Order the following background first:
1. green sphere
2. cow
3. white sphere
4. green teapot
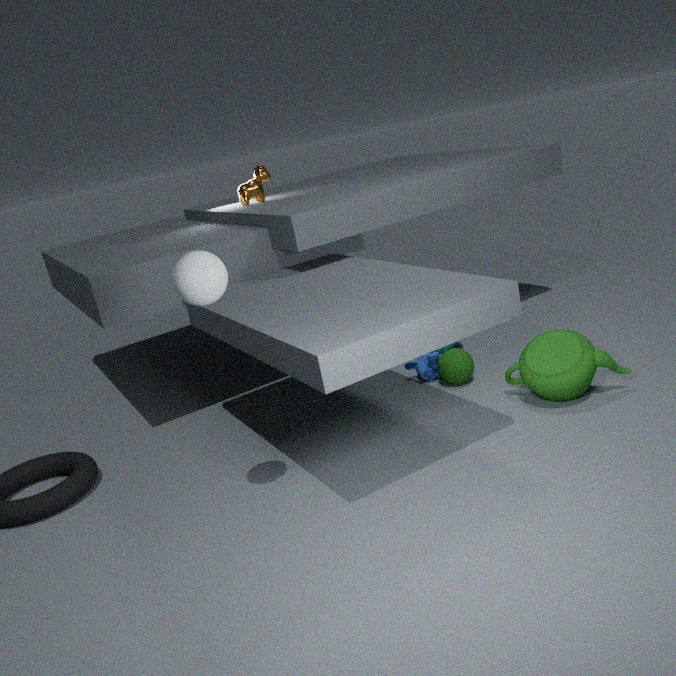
1. cow
2. green sphere
3. green teapot
4. white sphere
